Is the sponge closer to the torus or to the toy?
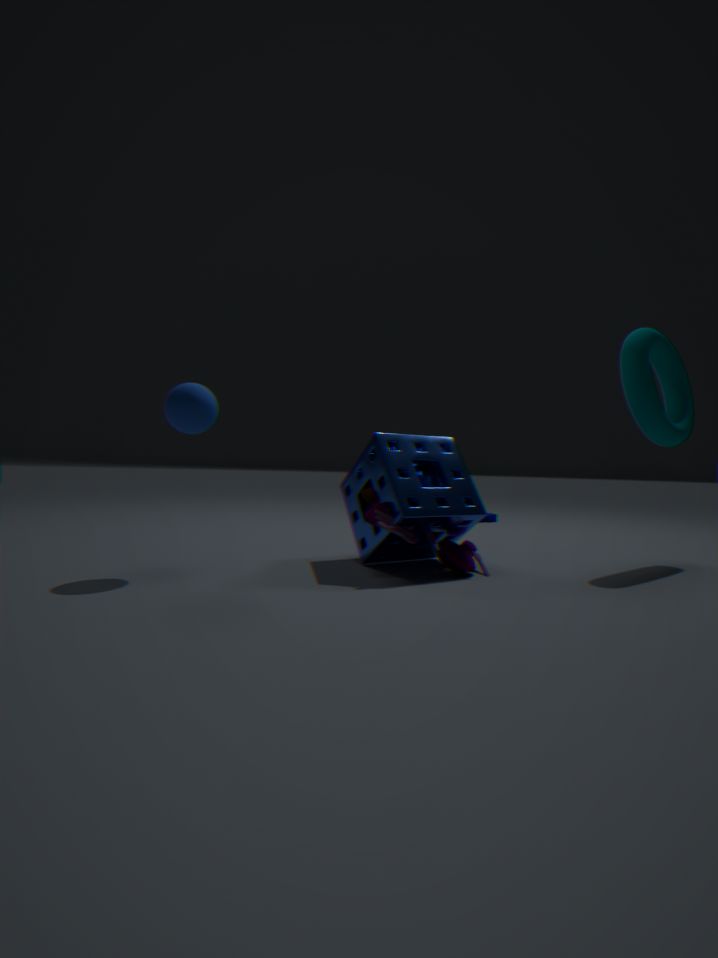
the toy
